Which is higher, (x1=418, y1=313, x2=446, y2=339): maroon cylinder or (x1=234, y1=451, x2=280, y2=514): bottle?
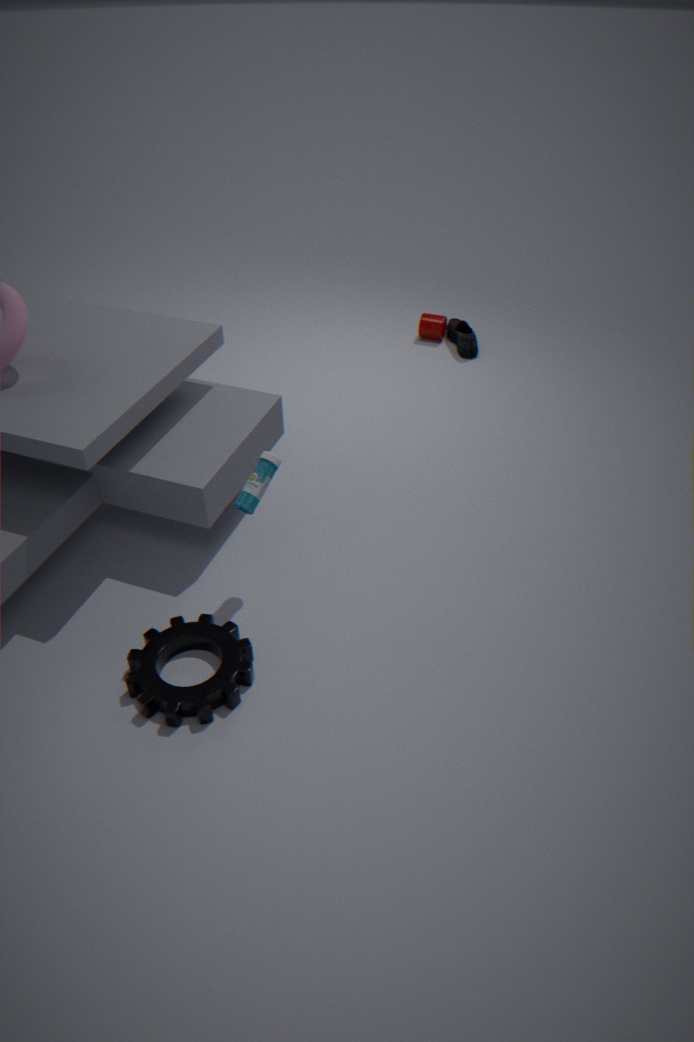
(x1=234, y1=451, x2=280, y2=514): bottle
